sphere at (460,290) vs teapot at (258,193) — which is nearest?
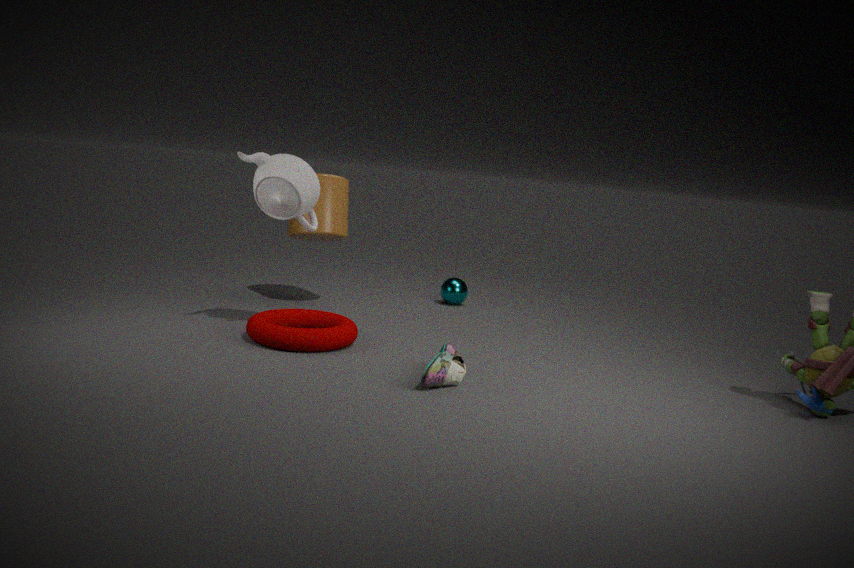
teapot at (258,193)
